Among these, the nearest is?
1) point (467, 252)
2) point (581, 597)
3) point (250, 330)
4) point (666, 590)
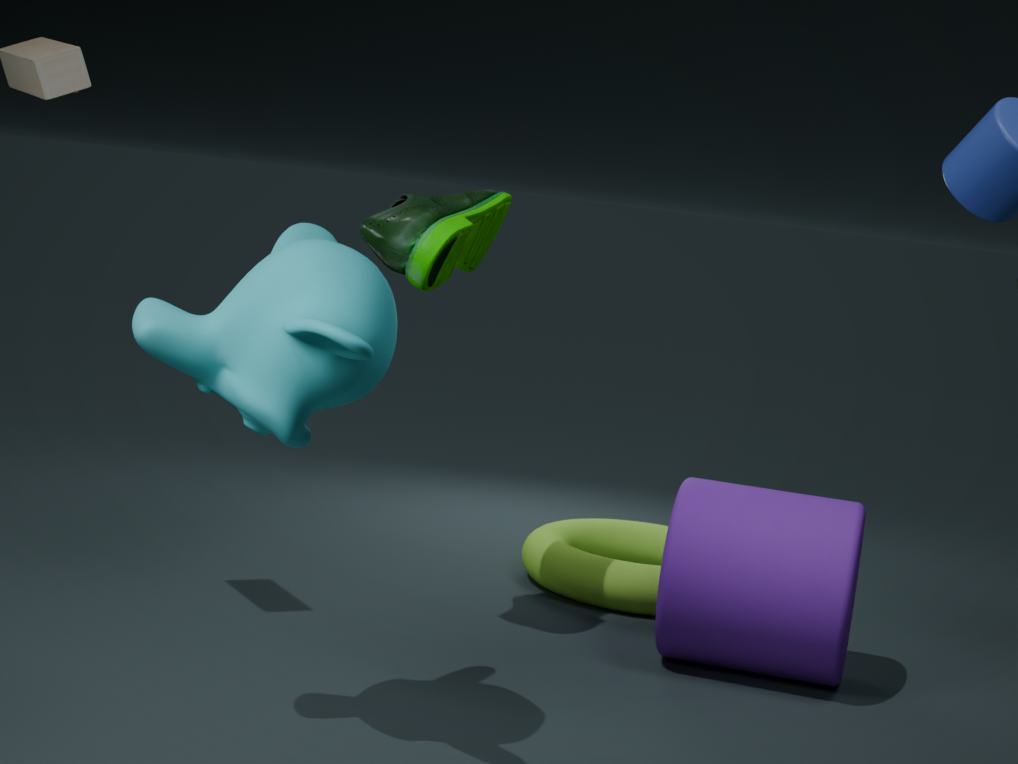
3. point (250, 330)
